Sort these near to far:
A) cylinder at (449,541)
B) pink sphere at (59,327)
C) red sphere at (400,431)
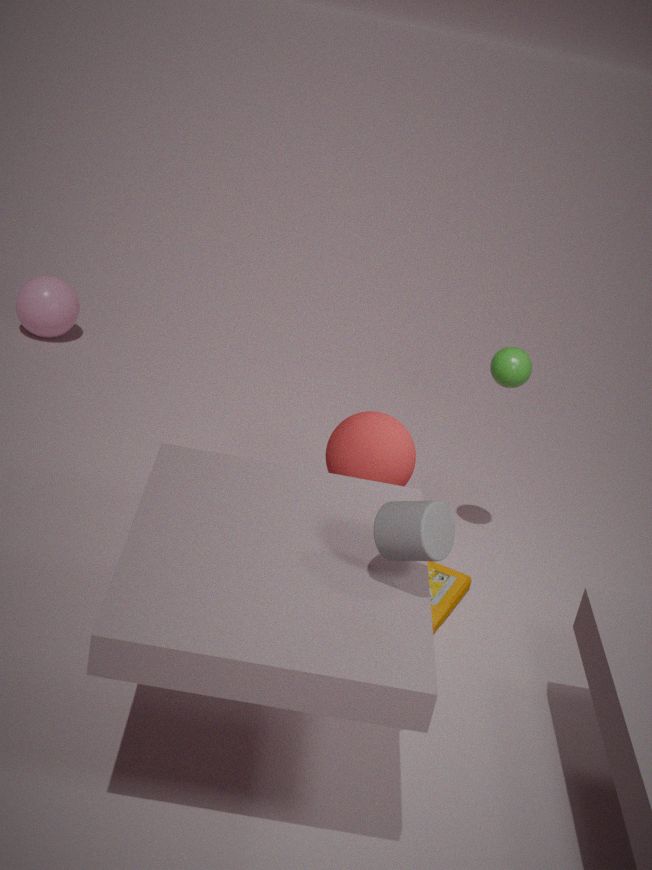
cylinder at (449,541)
red sphere at (400,431)
pink sphere at (59,327)
